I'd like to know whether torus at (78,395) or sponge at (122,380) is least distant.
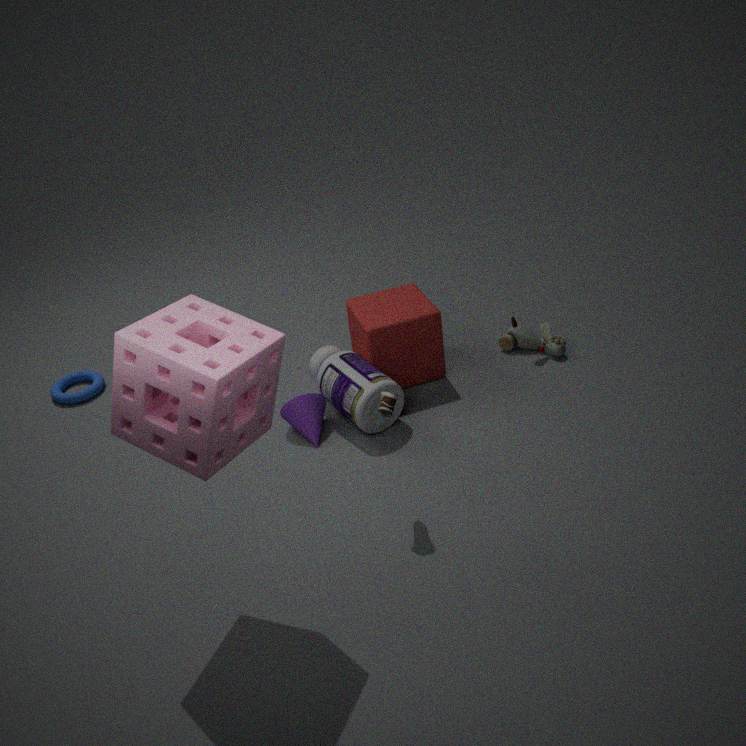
sponge at (122,380)
